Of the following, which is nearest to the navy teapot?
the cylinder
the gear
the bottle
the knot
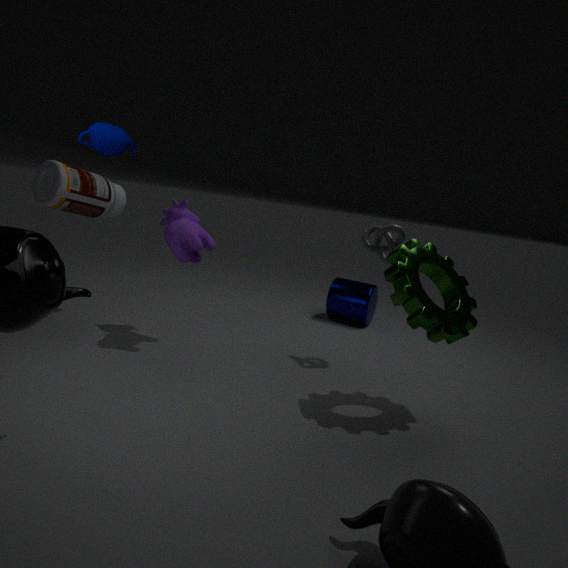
the bottle
